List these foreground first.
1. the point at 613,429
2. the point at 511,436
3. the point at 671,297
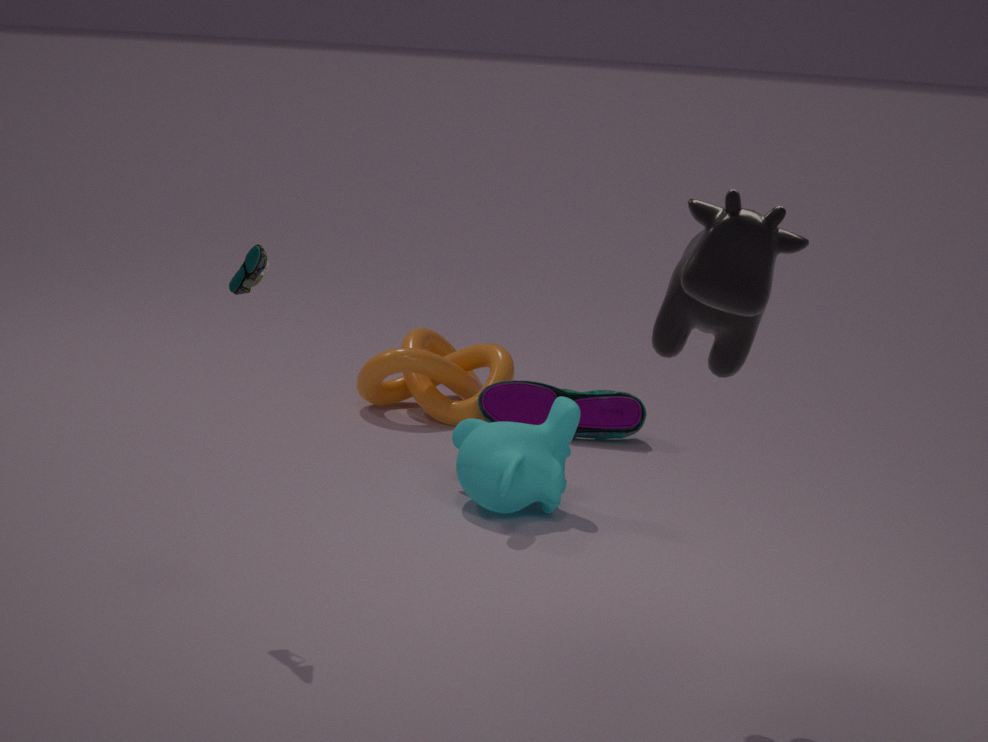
the point at 671,297
the point at 511,436
the point at 613,429
